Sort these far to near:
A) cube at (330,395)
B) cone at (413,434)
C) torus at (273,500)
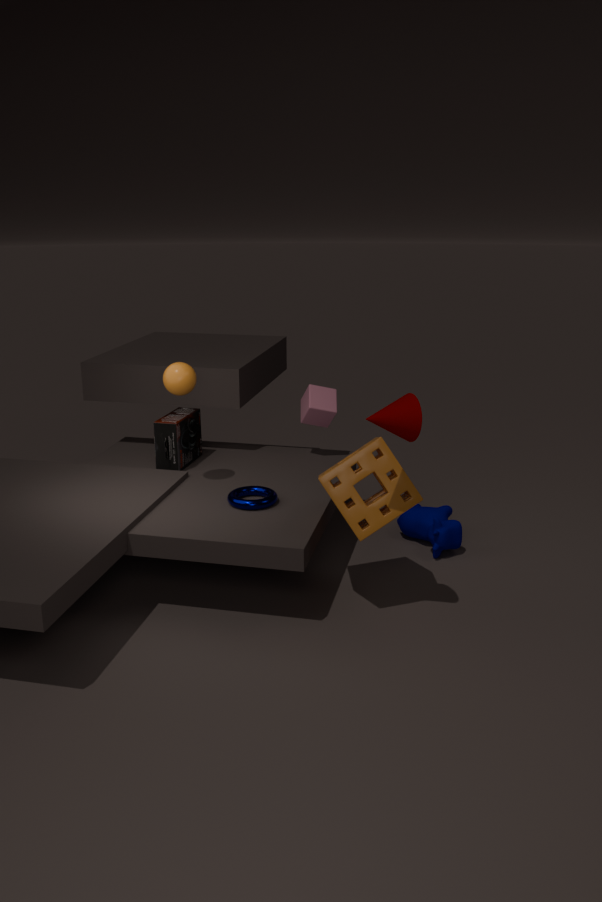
1. cube at (330,395)
2. torus at (273,500)
3. cone at (413,434)
